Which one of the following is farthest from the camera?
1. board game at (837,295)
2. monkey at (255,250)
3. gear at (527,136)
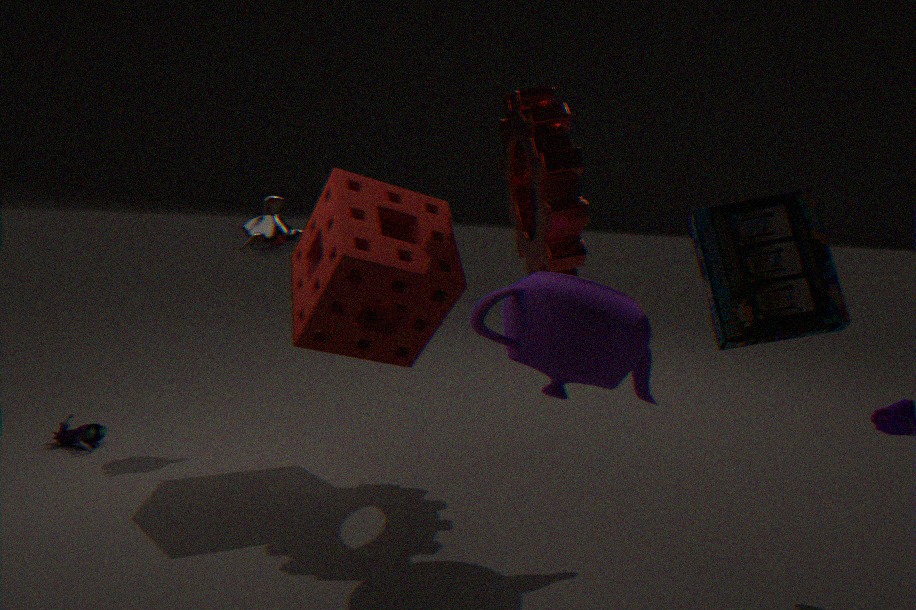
monkey at (255,250)
